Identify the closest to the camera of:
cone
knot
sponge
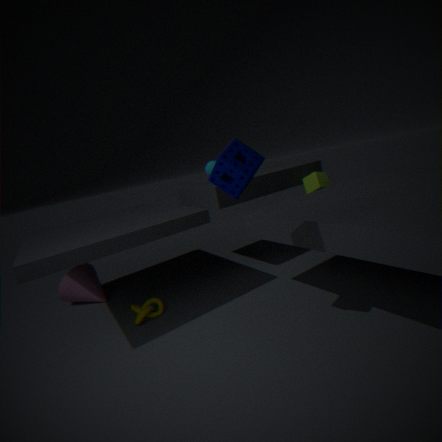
sponge
